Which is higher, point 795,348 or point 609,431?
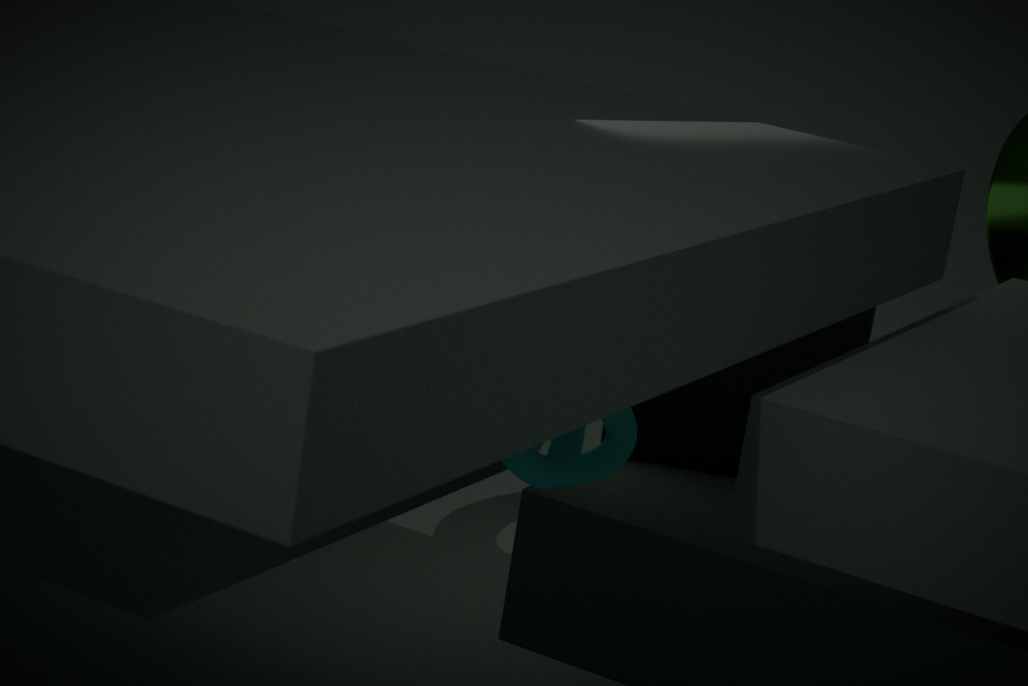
point 795,348
